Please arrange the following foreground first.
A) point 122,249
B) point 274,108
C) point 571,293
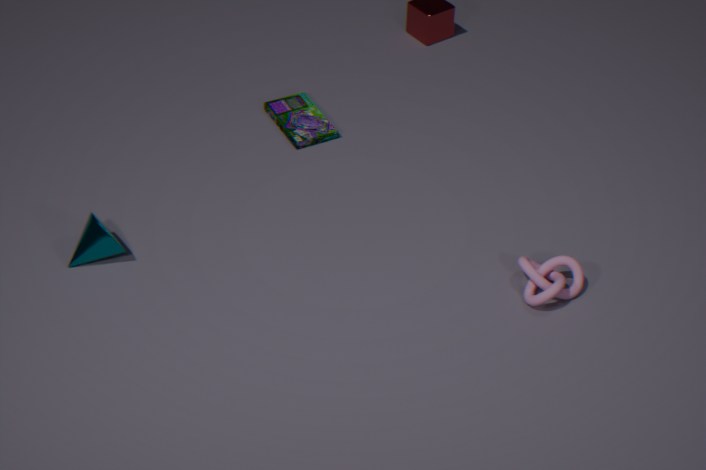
point 571,293
point 122,249
point 274,108
